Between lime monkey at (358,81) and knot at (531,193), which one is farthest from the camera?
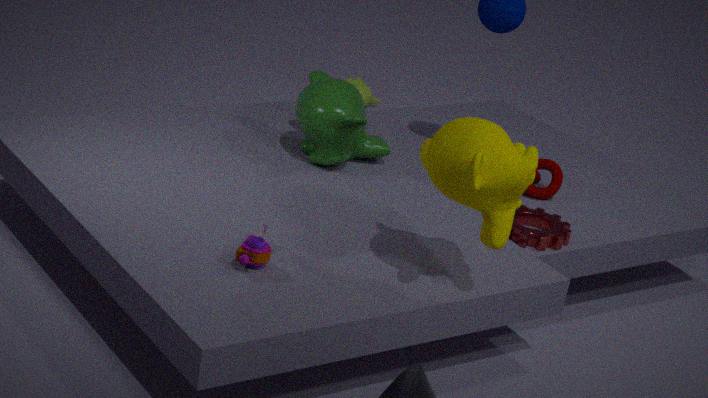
lime monkey at (358,81)
